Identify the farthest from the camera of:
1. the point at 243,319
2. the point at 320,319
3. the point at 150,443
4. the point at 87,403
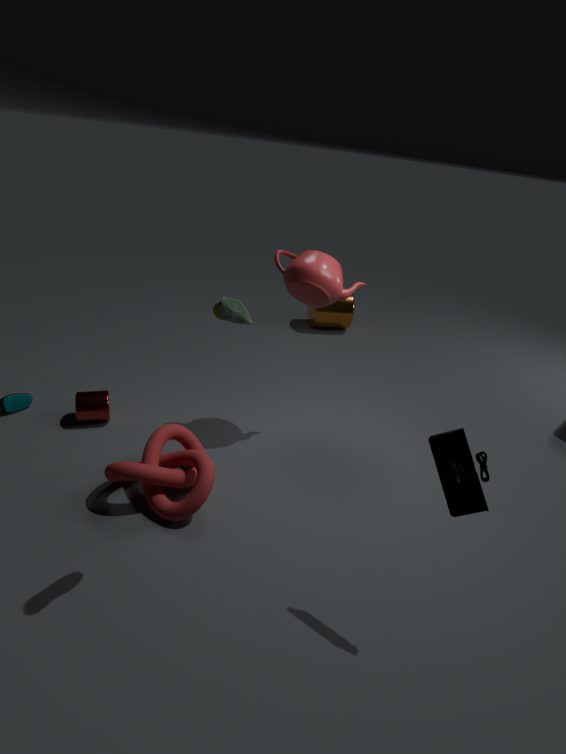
the point at 320,319
